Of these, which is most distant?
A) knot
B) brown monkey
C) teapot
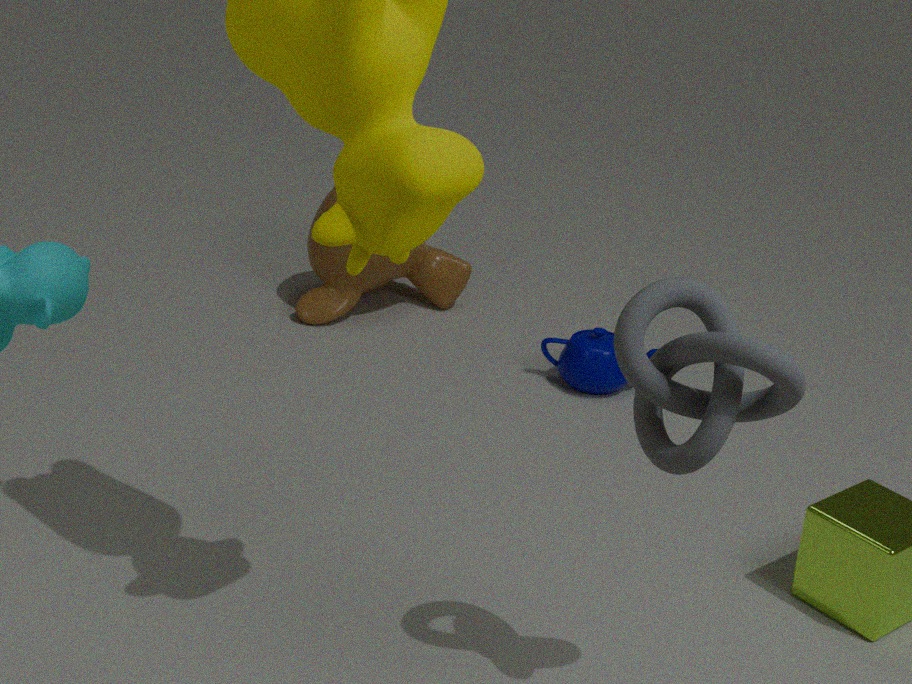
brown monkey
